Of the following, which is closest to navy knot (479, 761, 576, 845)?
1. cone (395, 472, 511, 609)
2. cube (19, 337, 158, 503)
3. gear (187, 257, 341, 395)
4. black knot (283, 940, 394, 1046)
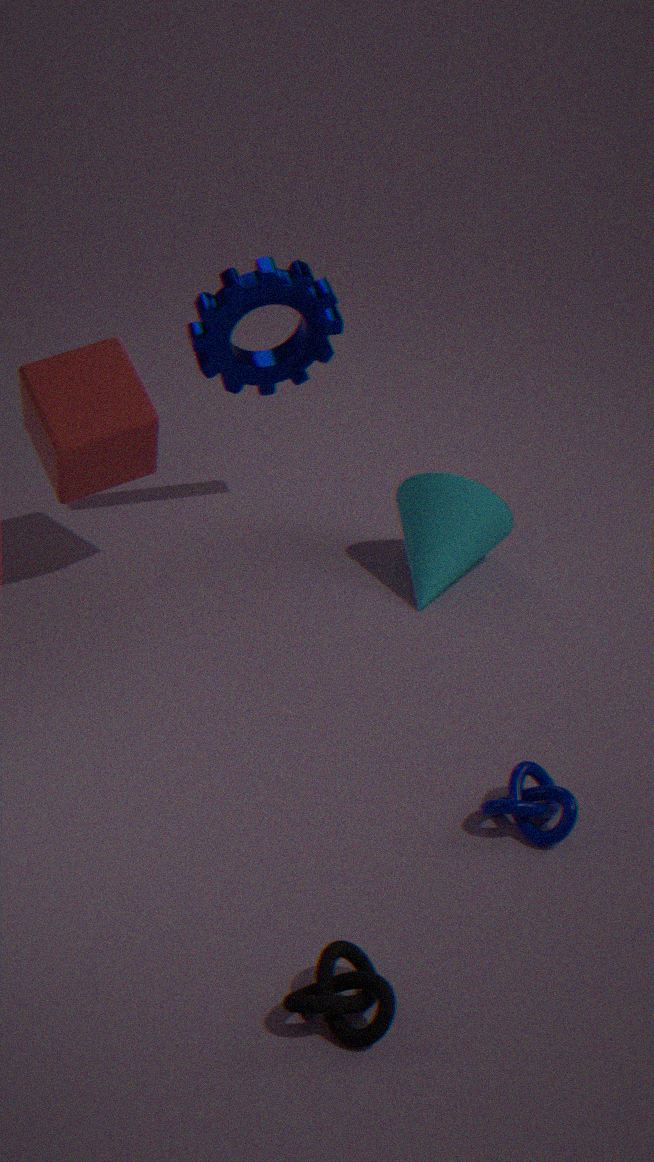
black knot (283, 940, 394, 1046)
